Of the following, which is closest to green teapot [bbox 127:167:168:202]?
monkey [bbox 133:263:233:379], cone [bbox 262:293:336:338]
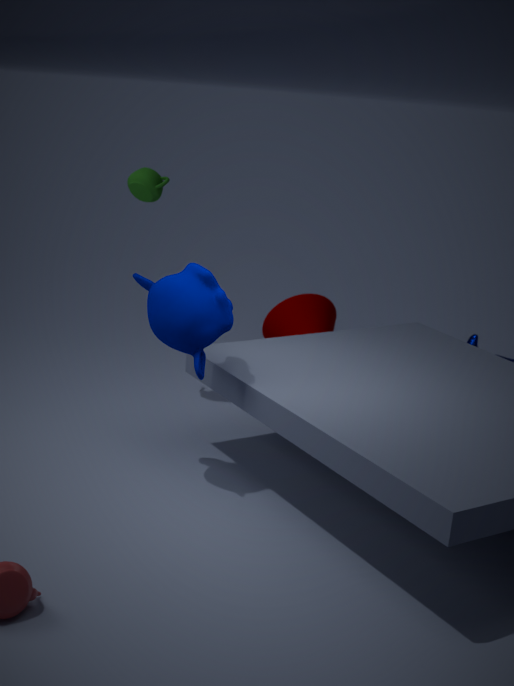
monkey [bbox 133:263:233:379]
